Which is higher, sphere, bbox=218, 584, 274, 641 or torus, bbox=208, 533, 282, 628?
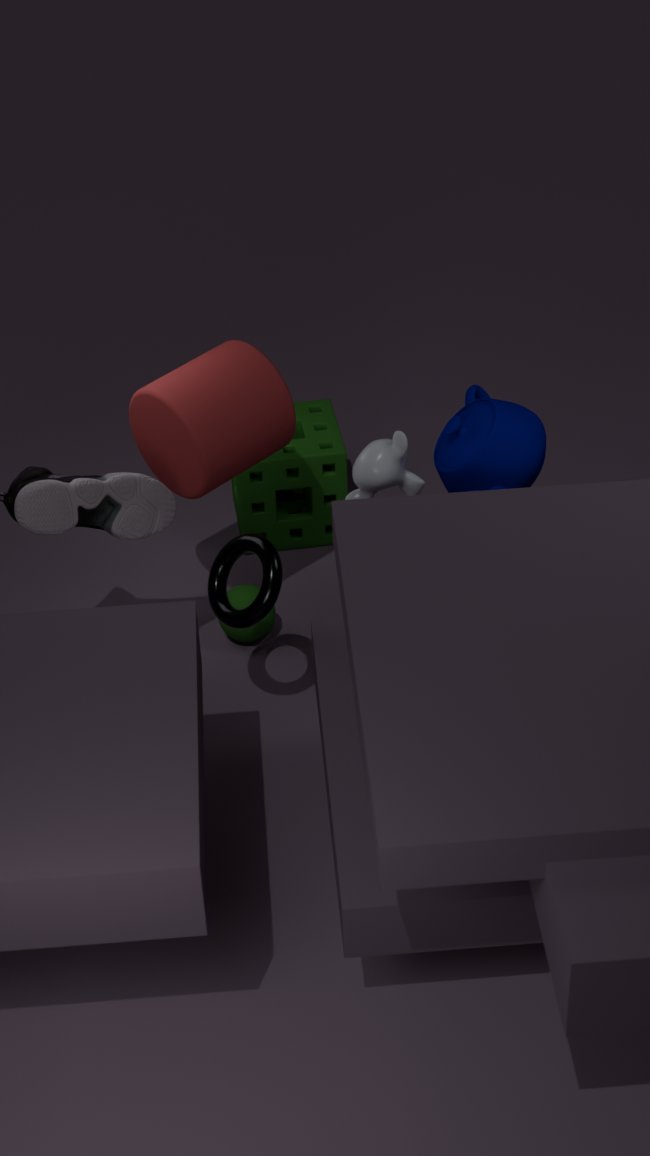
Result: torus, bbox=208, 533, 282, 628
